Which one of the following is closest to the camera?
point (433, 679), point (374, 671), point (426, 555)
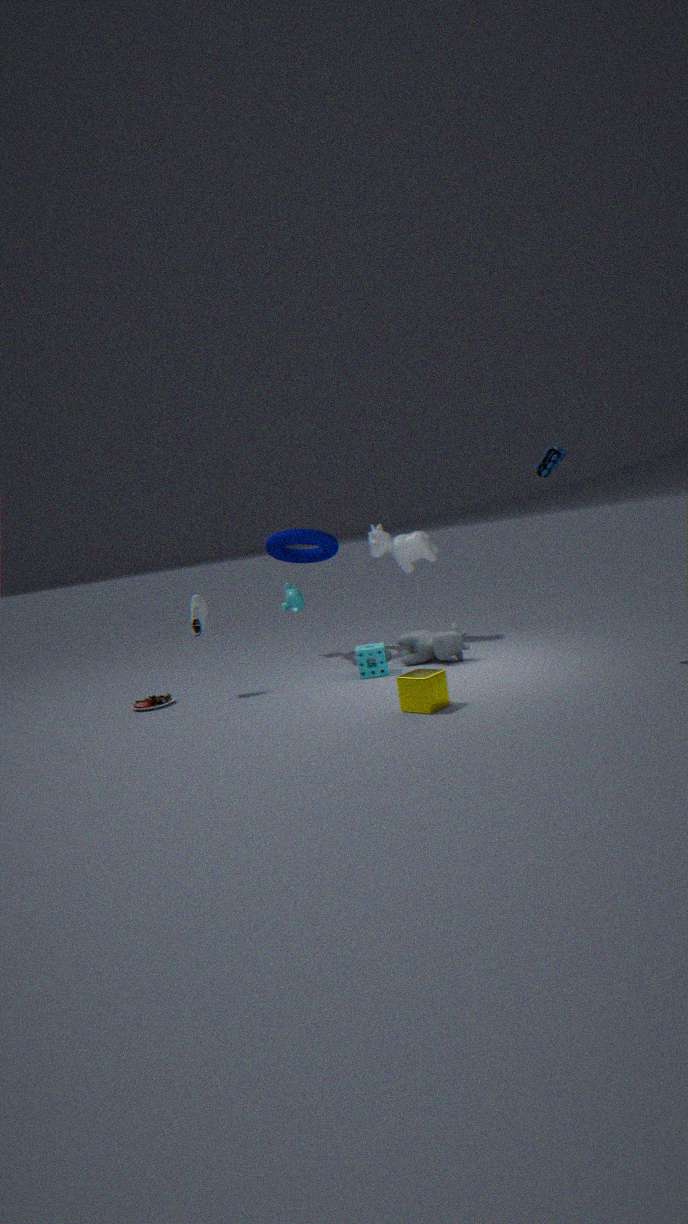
point (433, 679)
